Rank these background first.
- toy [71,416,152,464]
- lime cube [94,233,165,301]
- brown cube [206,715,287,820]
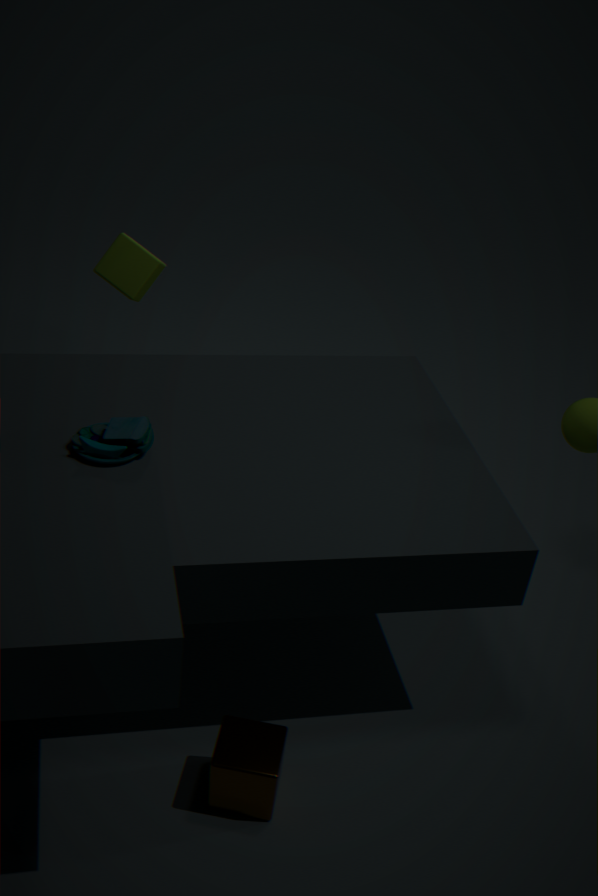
lime cube [94,233,165,301] → brown cube [206,715,287,820] → toy [71,416,152,464]
